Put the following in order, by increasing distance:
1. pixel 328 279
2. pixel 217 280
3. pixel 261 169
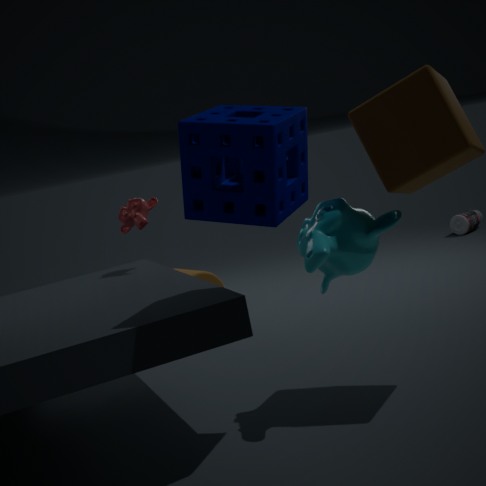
pixel 261 169, pixel 328 279, pixel 217 280
